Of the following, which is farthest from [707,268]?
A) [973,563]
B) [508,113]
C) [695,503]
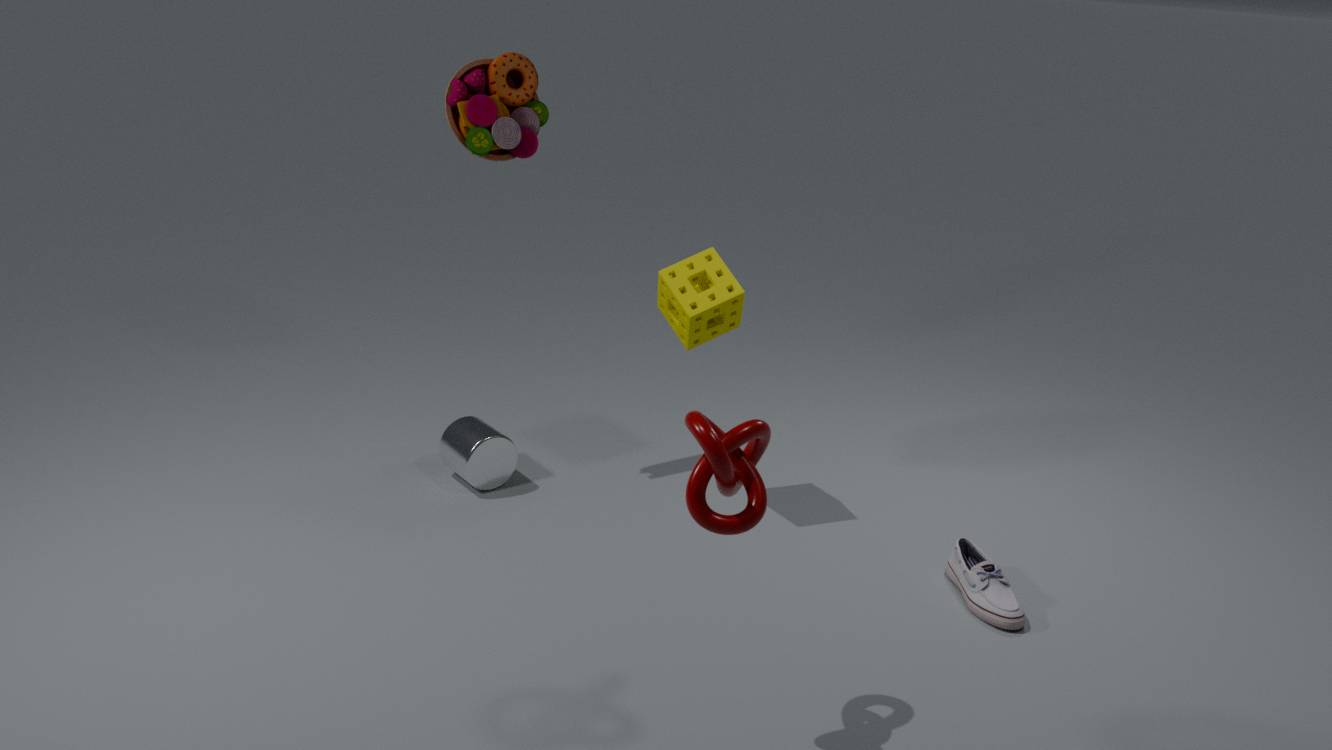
[973,563]
